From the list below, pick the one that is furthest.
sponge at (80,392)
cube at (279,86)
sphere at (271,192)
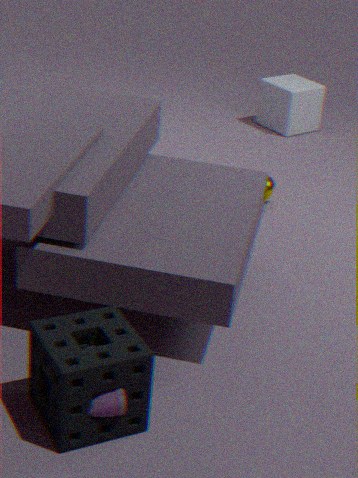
cube at (279,86)
